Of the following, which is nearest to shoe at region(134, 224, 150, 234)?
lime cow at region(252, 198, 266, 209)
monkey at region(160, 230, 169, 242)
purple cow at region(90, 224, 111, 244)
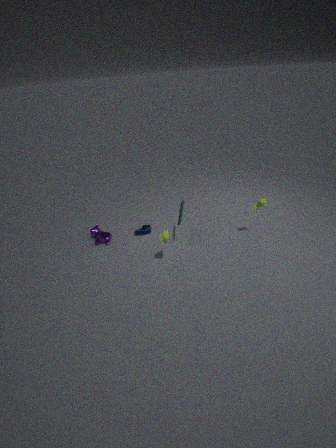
purple cow at region(90, 224, 111, 244)
